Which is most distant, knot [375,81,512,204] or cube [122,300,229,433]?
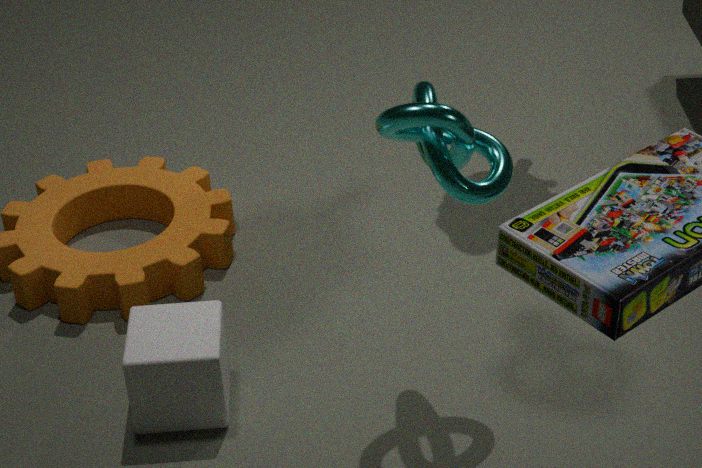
cube [122,300,229,433]
